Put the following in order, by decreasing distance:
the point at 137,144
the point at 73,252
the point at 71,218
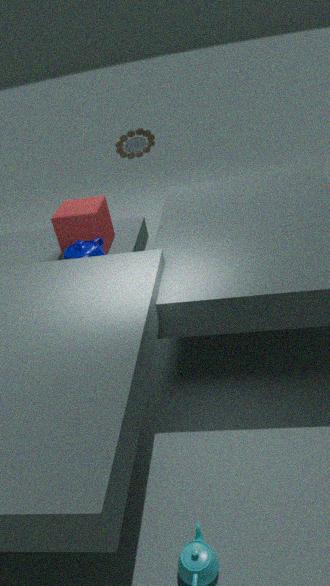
1. the point at 71,218
2. the point at 73,252
3. the point at 137,144
